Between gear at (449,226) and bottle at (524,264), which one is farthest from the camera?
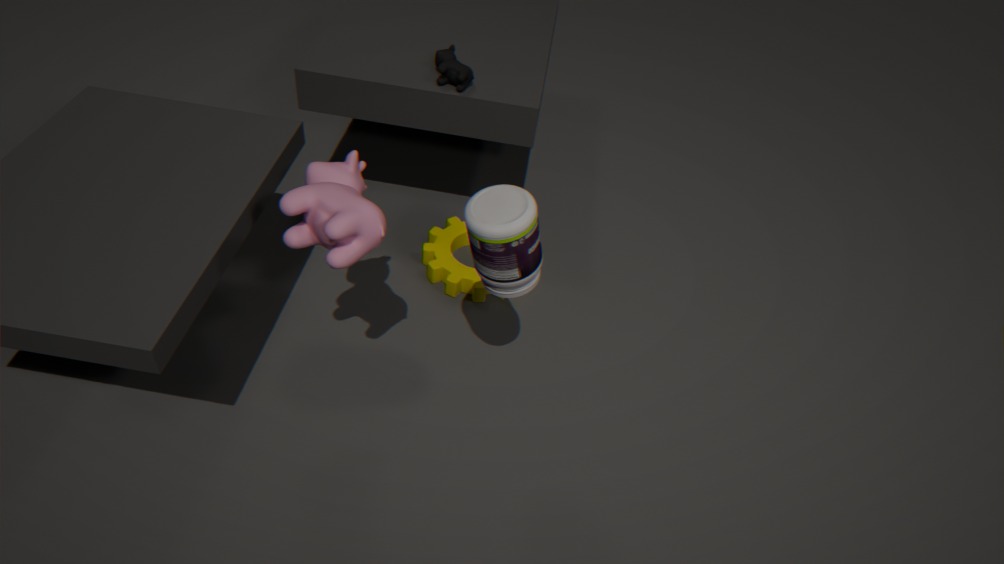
gear at (449,226)
